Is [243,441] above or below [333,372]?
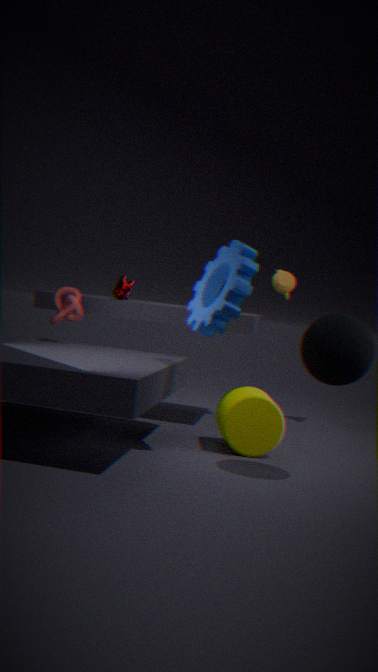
below
